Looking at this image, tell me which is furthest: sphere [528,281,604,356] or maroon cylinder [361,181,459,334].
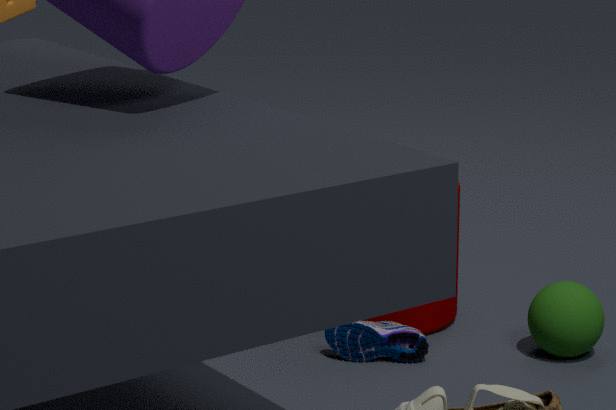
maroon cylinder [361,181,459,334]
